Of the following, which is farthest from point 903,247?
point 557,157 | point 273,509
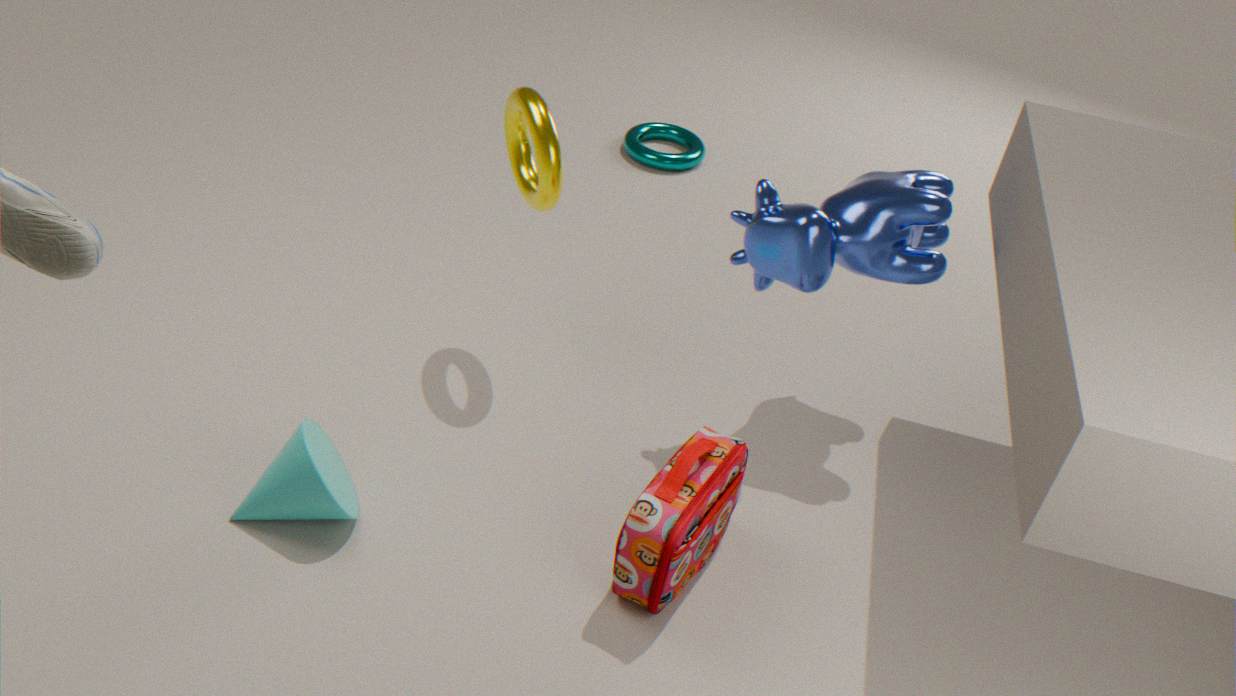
point 273,509
